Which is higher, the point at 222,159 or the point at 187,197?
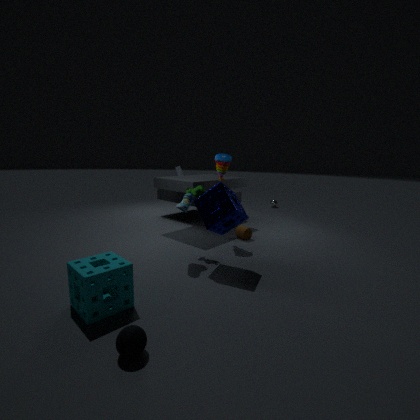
the point at 222,159
